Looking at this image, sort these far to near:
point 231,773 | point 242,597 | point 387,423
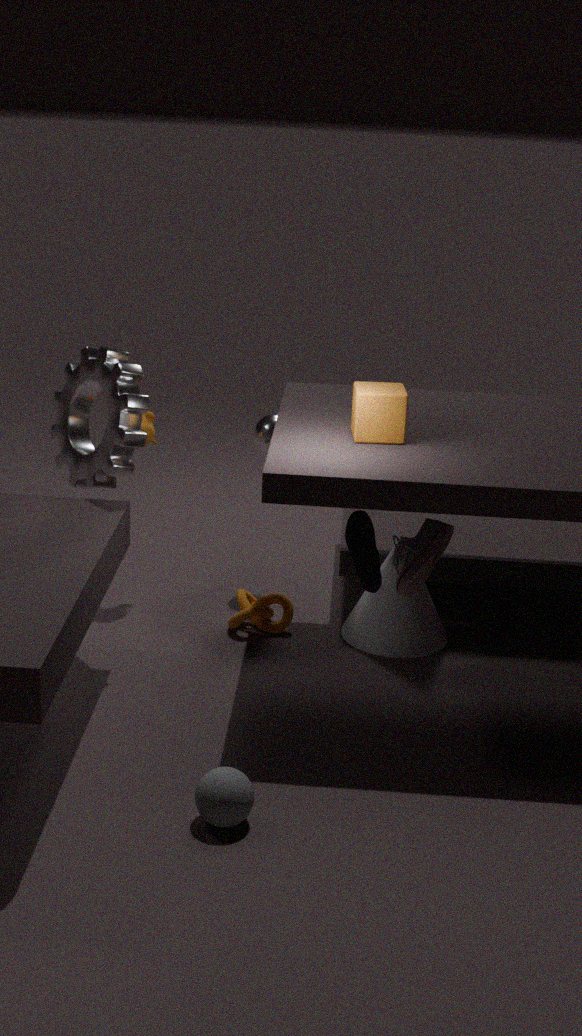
point 242,597, point 387,423, point 231,773
